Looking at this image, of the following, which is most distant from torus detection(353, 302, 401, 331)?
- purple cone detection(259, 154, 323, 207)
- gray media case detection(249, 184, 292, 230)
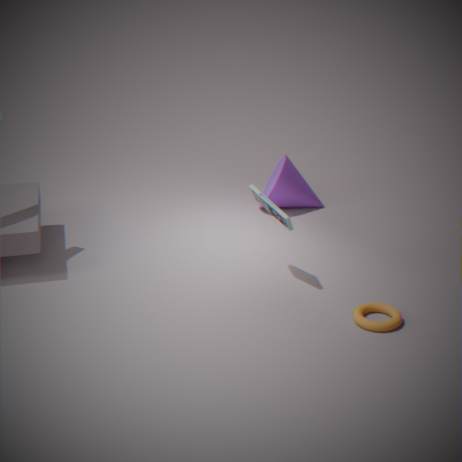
purple cone detection(259, 154, 323, 207)
